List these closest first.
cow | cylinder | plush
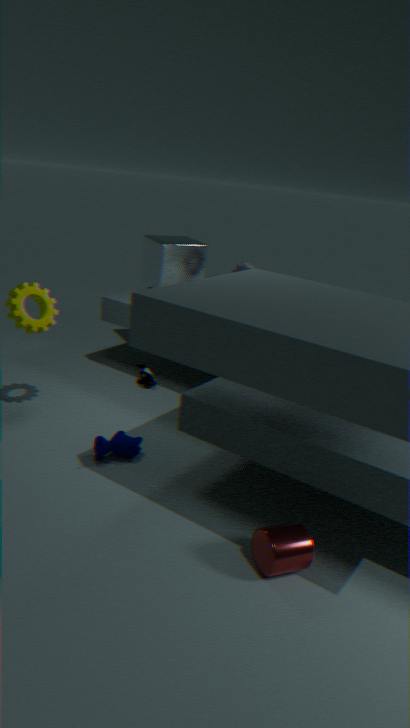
cylinder, cow, plush
